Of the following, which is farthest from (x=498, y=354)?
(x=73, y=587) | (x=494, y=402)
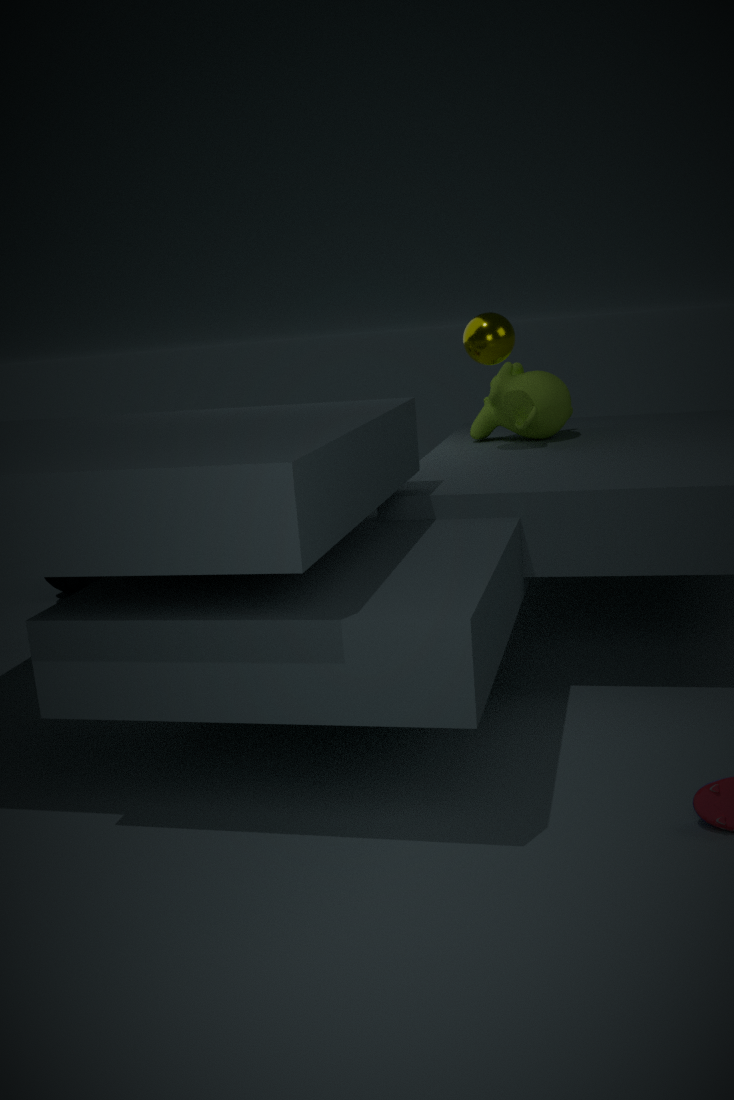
(x=73, y=587)
